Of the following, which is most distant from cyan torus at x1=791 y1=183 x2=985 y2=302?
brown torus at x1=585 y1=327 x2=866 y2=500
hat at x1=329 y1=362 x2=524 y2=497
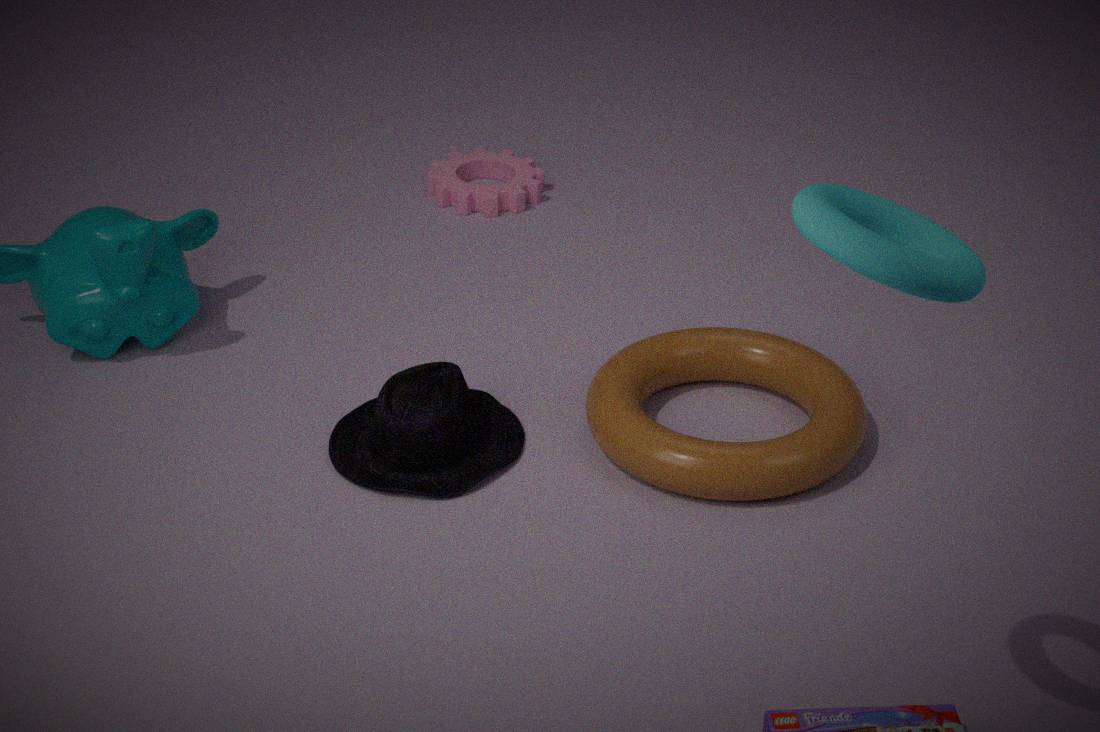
hat at x1=329 y1=362 x2=524 y2=497
